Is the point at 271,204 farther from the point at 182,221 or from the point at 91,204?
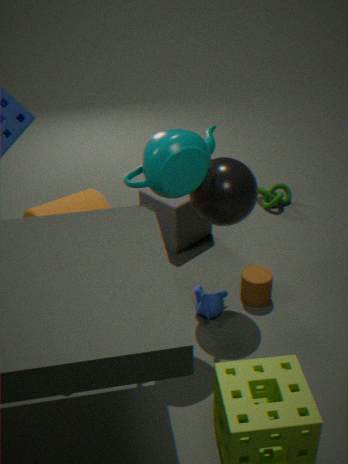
the point at 91,204
